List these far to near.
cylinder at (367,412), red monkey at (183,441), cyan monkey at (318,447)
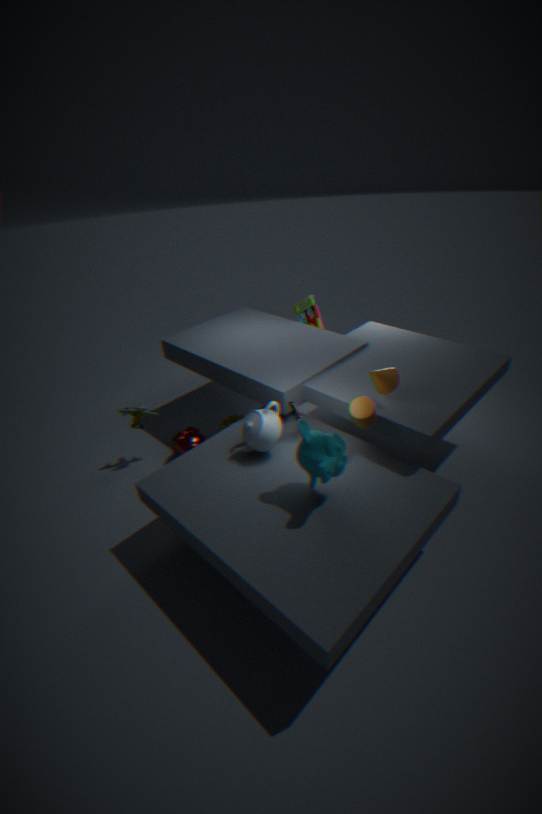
red monkey at (183,441) < cylinder at (367,412) < cyan monkey at (318,447)
